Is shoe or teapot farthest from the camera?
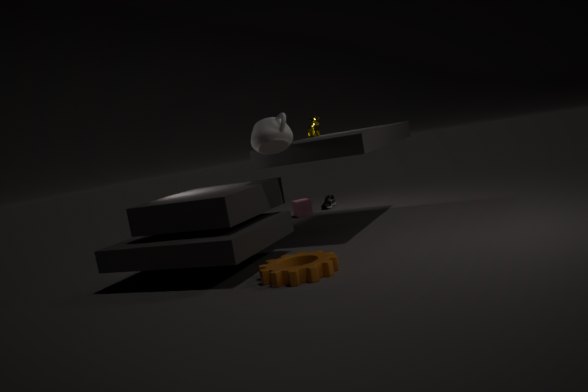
shoe
